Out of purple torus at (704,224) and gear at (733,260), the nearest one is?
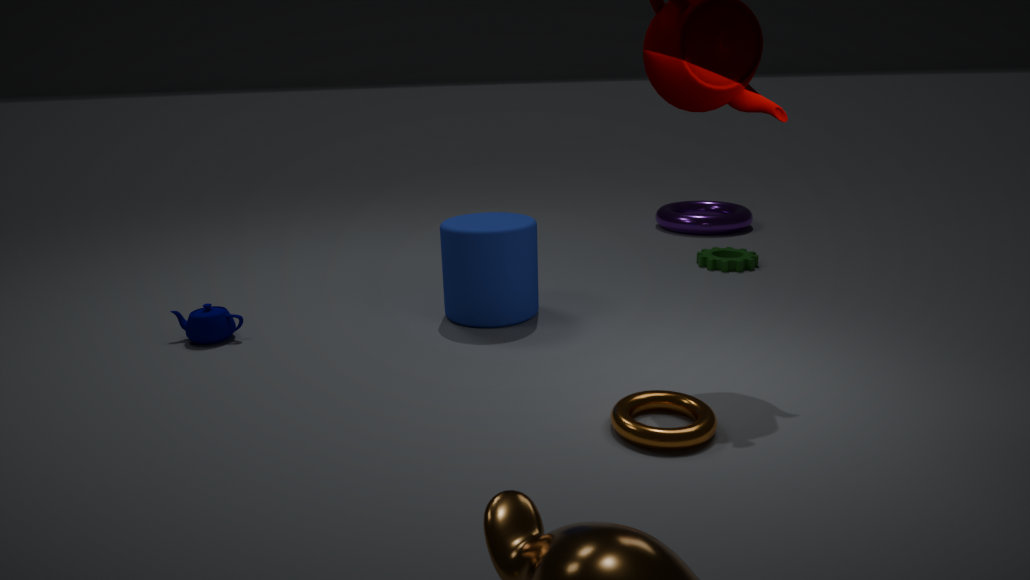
gear at (733,260)
